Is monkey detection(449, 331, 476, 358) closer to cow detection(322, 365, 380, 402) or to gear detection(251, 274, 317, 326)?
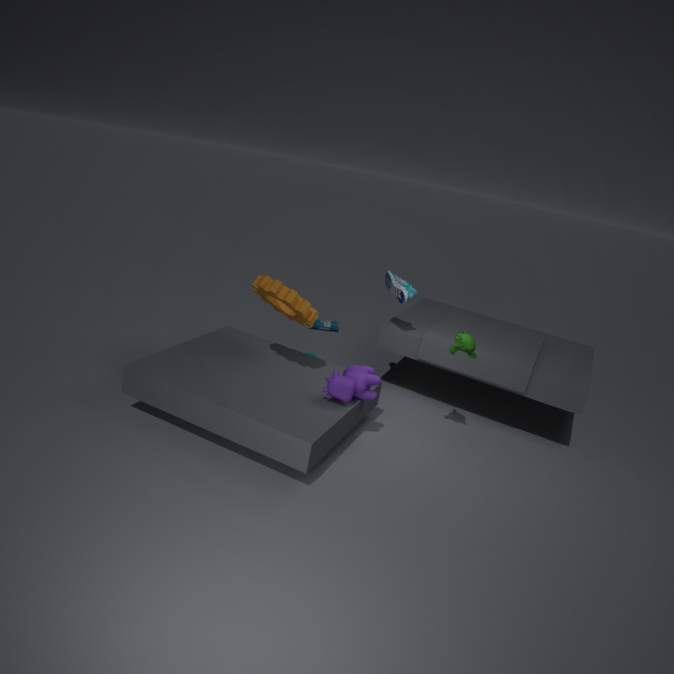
cow detection(322, 365, 380, 402)
